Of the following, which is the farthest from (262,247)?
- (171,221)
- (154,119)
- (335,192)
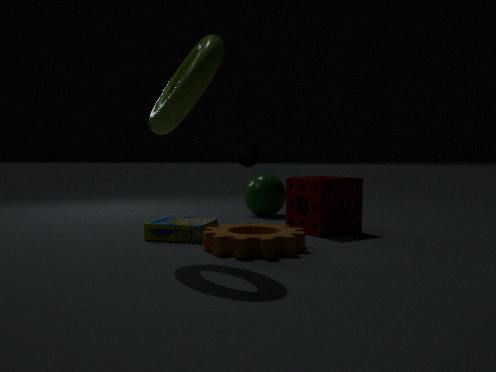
(154,119)
